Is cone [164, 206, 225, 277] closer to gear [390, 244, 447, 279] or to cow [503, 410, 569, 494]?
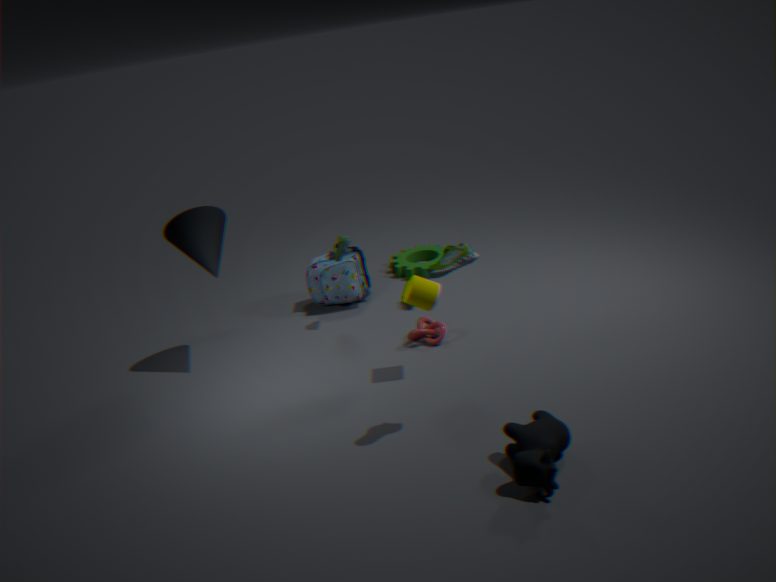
gear [390, 244, 447, 279]
